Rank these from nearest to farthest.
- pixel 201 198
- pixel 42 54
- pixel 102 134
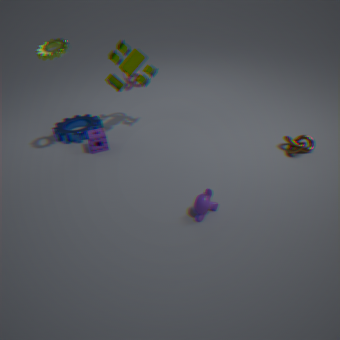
pixel 201 198, pixel 42 54, pixel 102 134
